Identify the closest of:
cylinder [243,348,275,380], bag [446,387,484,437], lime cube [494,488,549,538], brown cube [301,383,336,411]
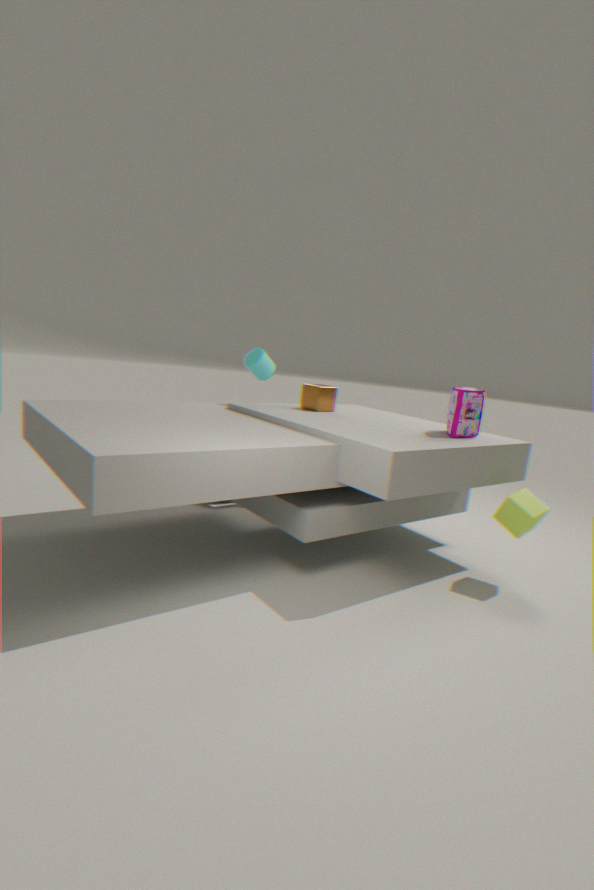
lime cube [494,488,549,538]
